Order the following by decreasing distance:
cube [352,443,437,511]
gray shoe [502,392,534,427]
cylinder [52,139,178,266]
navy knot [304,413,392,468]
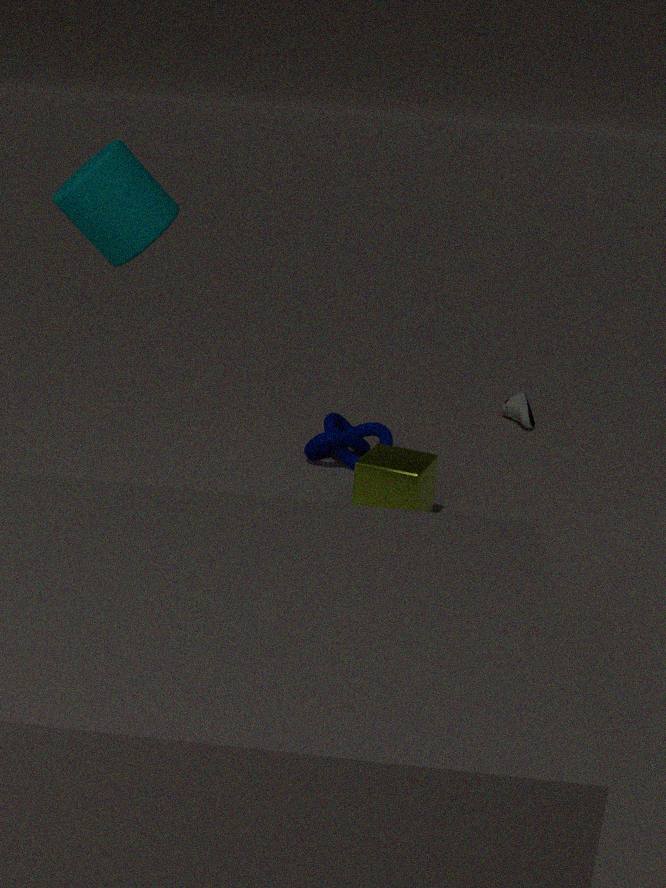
1. gray shoe [502,392,534,427]
2. navy knot [304,413,392,468]
3. cube [352,443,437,511]
4. cylinder [52,139,178,266]
